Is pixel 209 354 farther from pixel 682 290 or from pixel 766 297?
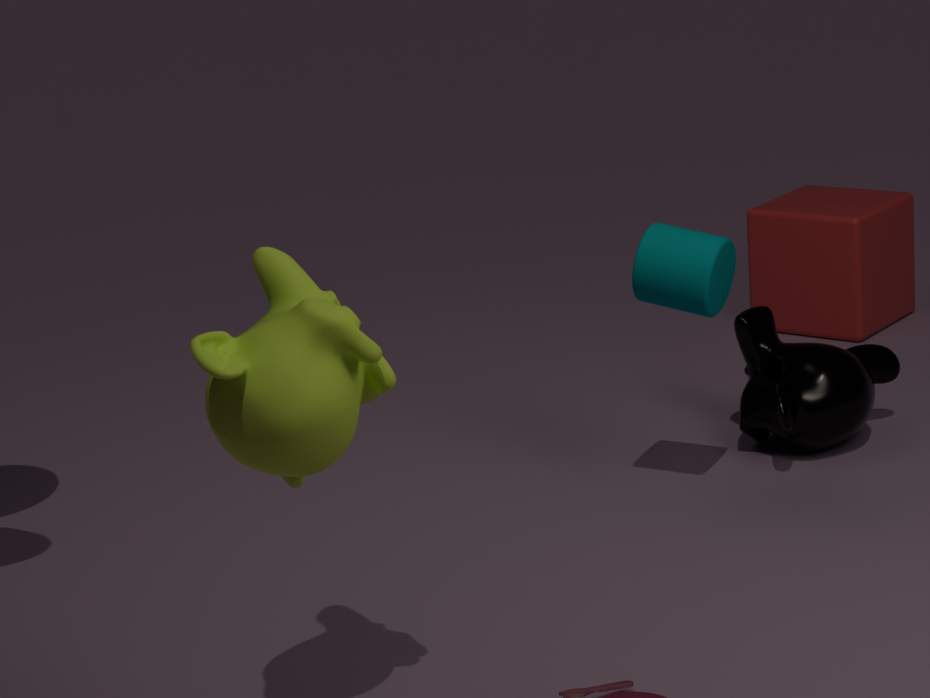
pixel 766 297
